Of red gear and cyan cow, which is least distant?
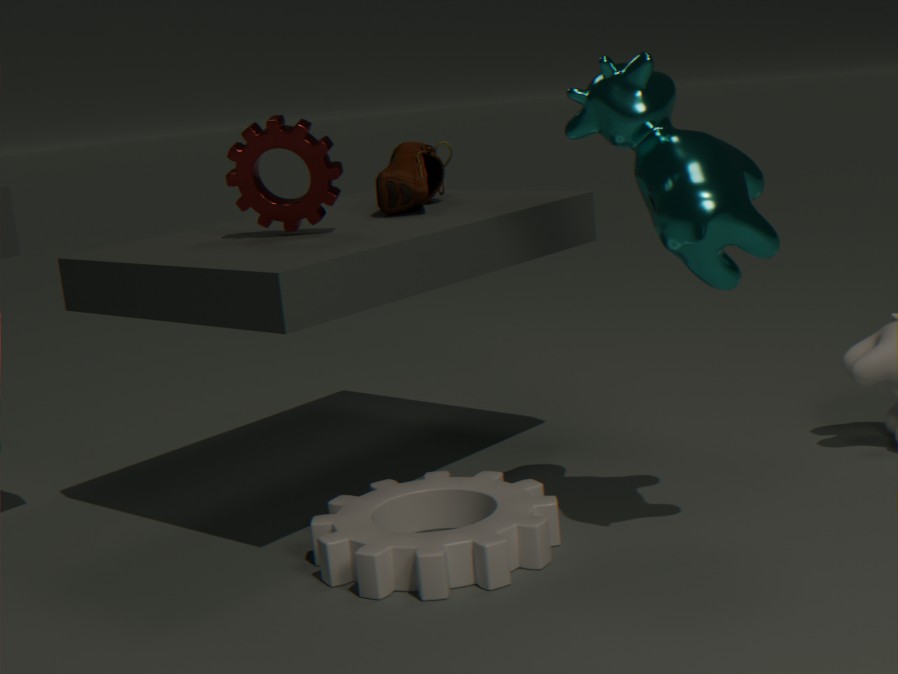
cyan cow
